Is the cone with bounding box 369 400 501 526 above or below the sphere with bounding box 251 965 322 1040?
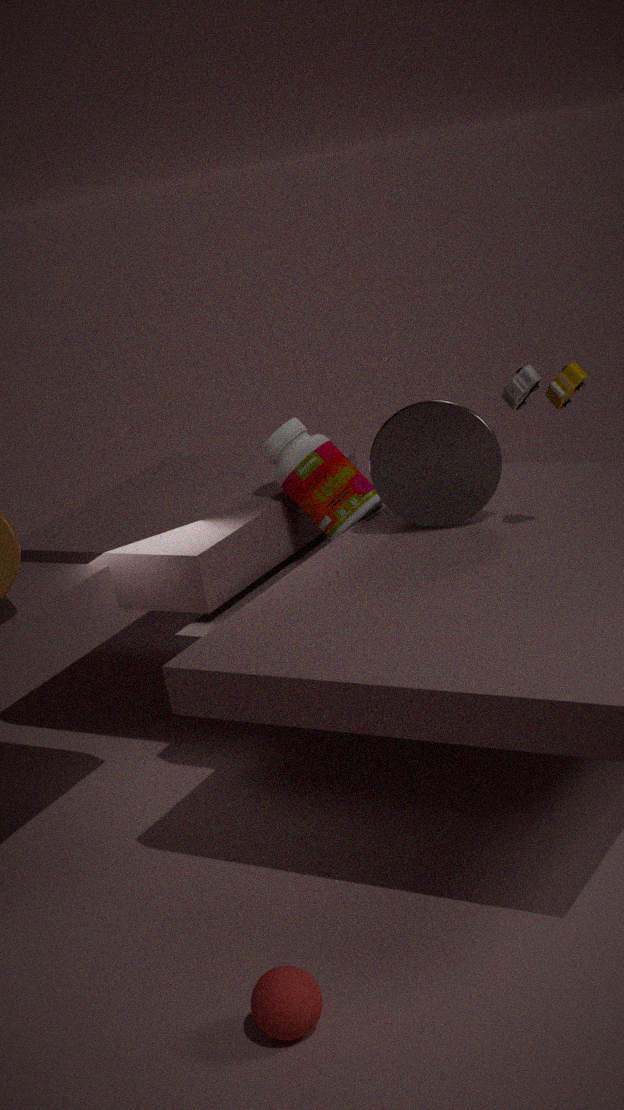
above
